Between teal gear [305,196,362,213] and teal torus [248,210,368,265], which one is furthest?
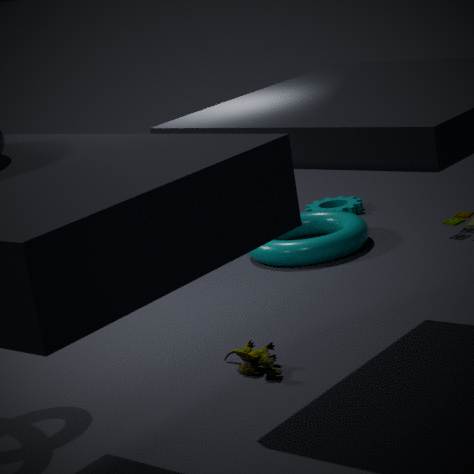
teal gear [305,196,362,213]
